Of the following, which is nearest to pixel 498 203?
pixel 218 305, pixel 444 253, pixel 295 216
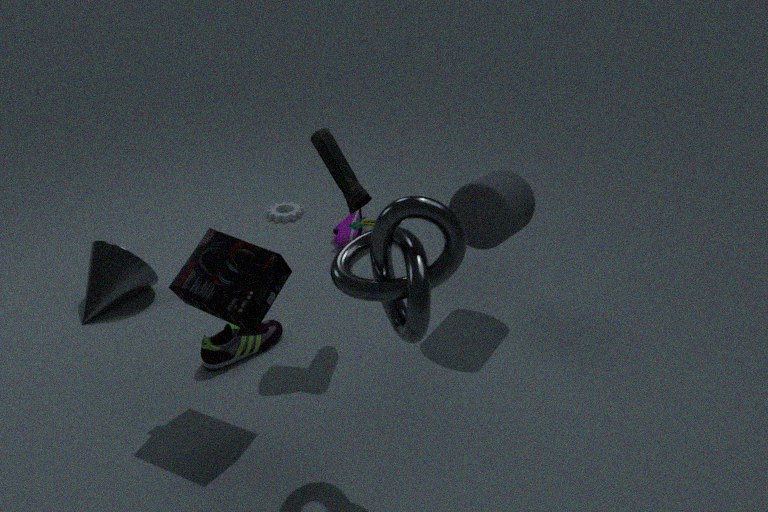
pixel 444 253
